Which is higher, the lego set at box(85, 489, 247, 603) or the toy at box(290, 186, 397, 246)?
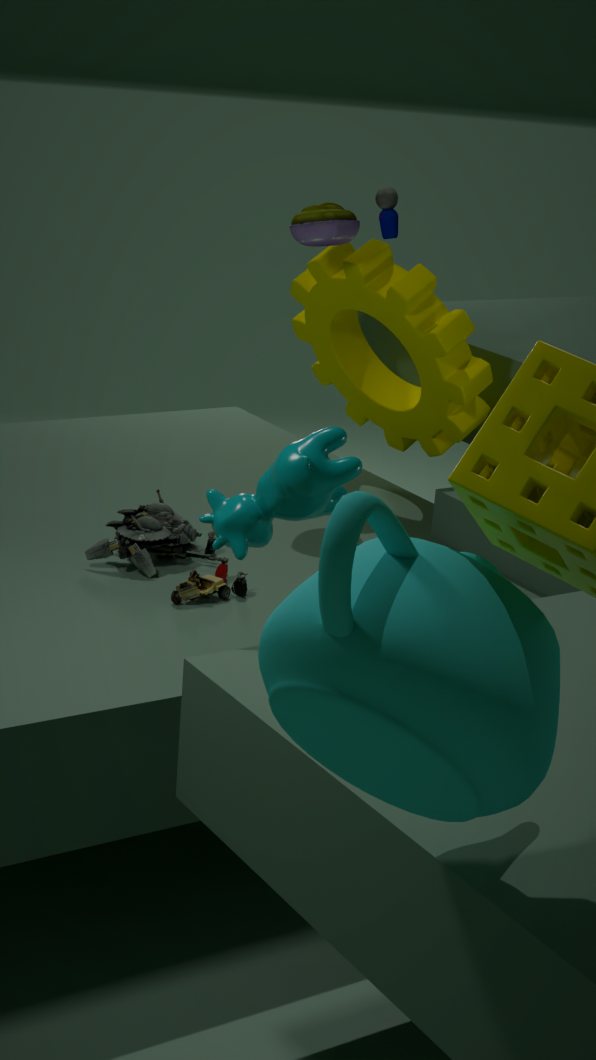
the toy at box(290, 186, 397, 246)
